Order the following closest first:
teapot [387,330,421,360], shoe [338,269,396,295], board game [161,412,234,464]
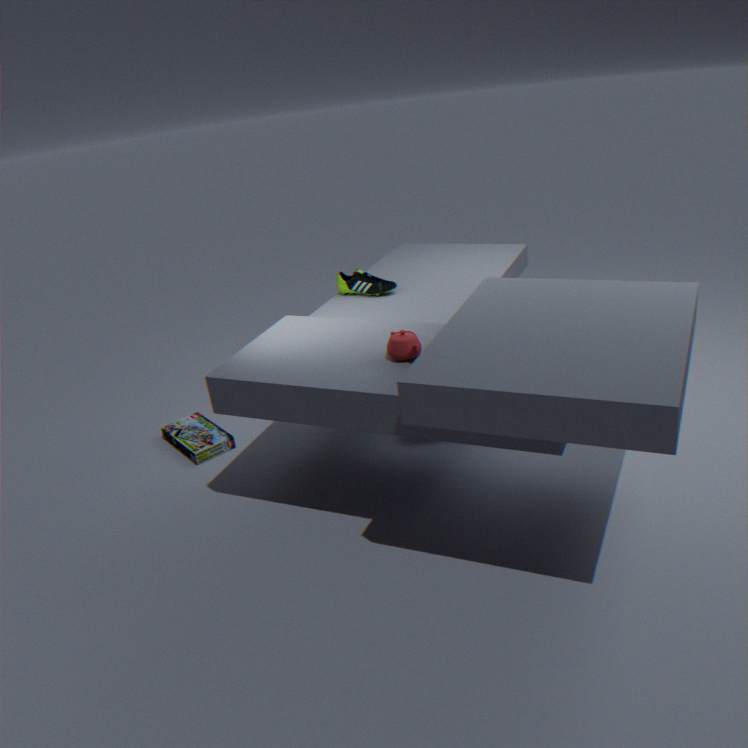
teapot [387,330,421,360] < board game [161,412,234,464] < shoe [338,269,396,295]
